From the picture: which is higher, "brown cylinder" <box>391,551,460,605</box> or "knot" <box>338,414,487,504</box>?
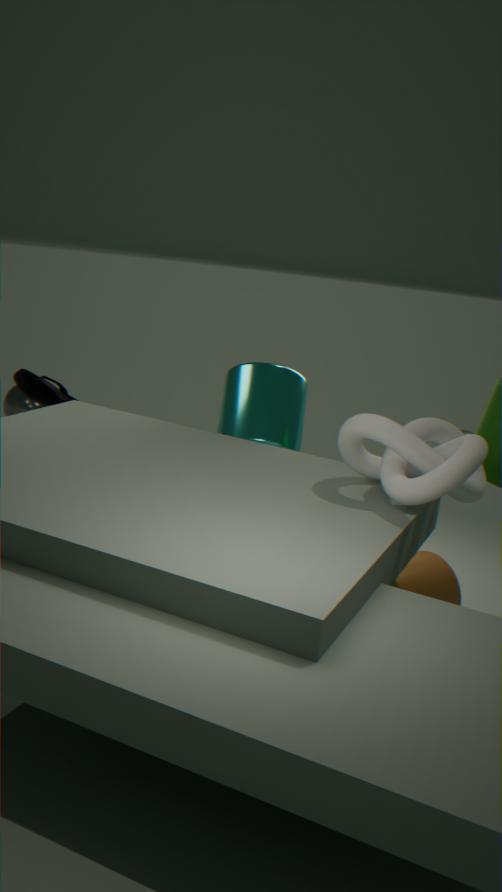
"knot" <box>338,414,487,504</box>
